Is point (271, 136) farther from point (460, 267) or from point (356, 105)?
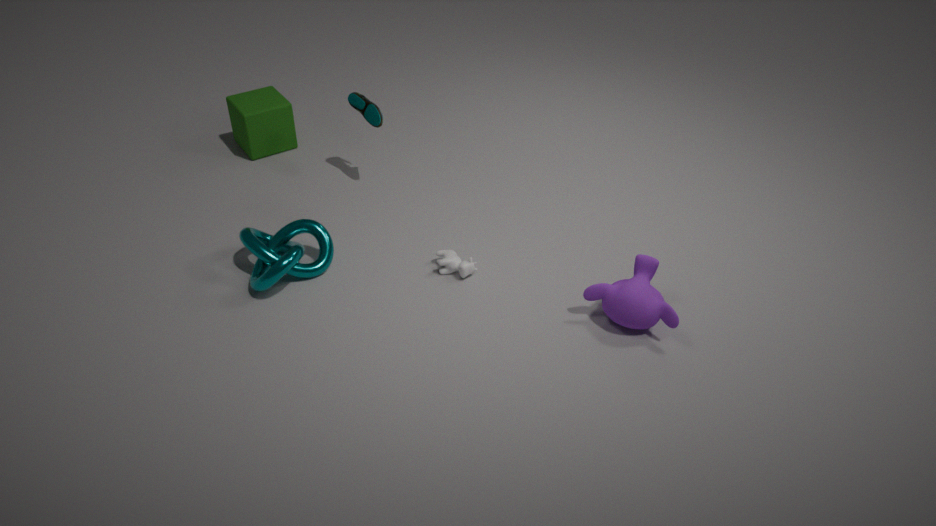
point (460, 267)
